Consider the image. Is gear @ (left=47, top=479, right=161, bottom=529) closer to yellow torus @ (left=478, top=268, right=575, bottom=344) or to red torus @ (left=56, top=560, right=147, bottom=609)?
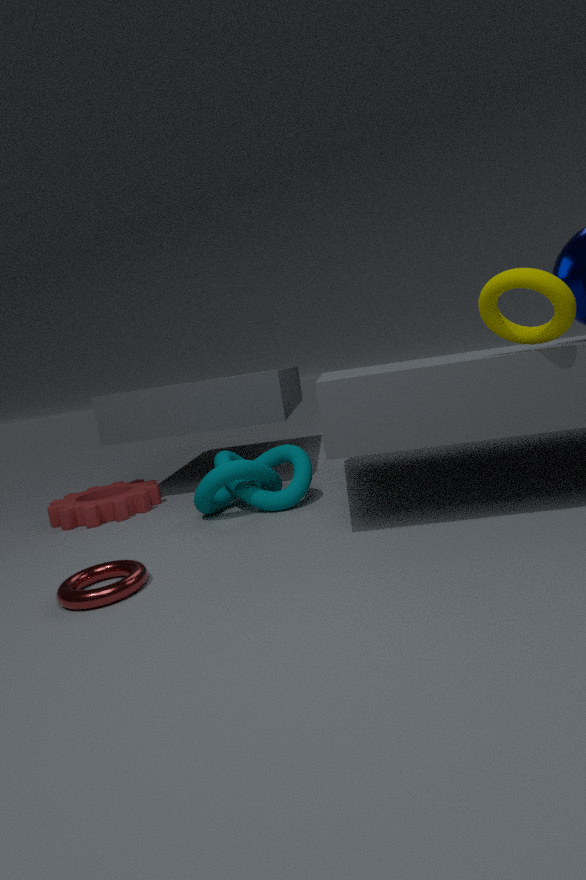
red torus @ (left=56, top=560, right=147, bottom=609)
